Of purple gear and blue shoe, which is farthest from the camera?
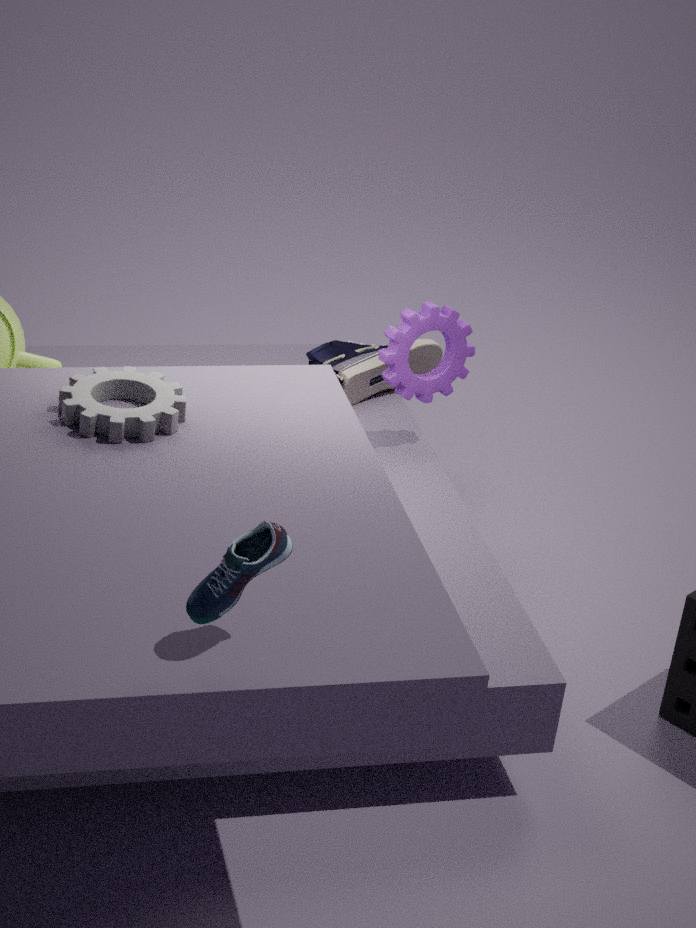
purple gear
